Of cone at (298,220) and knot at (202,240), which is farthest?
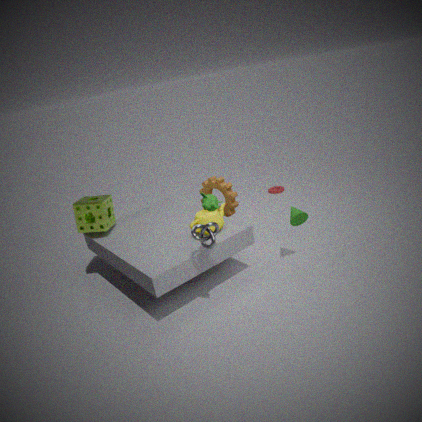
cone at (298,220)
